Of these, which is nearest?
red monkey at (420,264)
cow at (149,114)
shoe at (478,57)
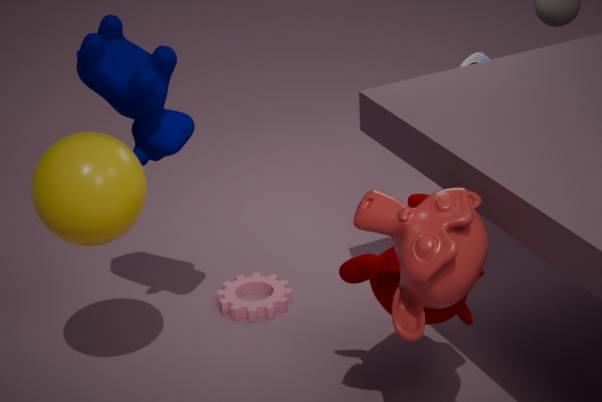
red monkey at (420,264)
